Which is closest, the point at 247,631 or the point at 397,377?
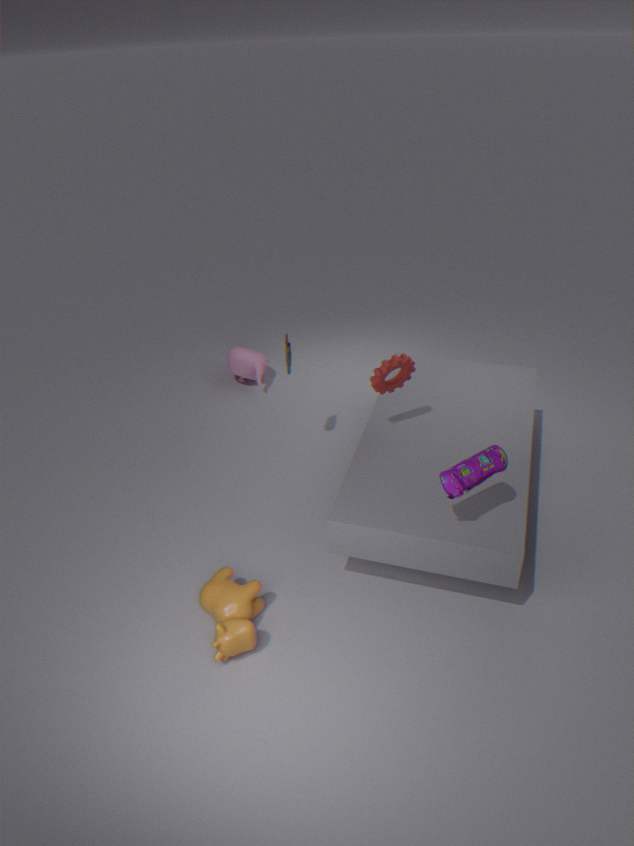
the point at 247,631
